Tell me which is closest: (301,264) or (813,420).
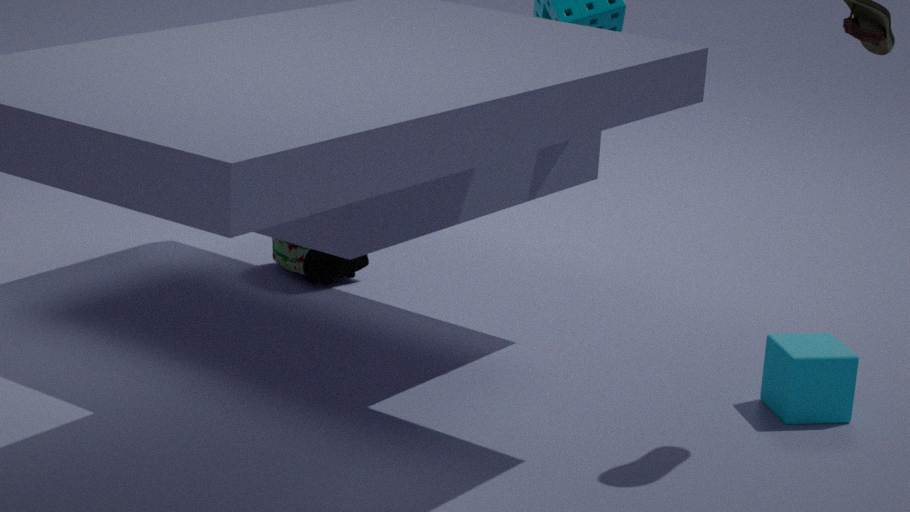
(813,420)
